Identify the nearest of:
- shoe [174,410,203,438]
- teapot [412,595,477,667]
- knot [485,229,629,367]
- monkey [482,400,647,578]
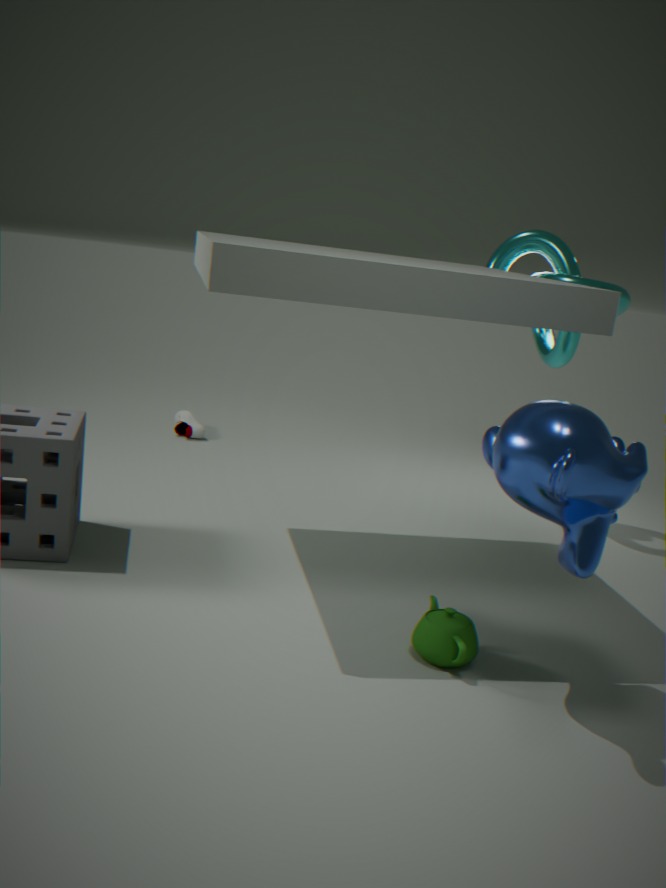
monkey [482,400,647,578]
